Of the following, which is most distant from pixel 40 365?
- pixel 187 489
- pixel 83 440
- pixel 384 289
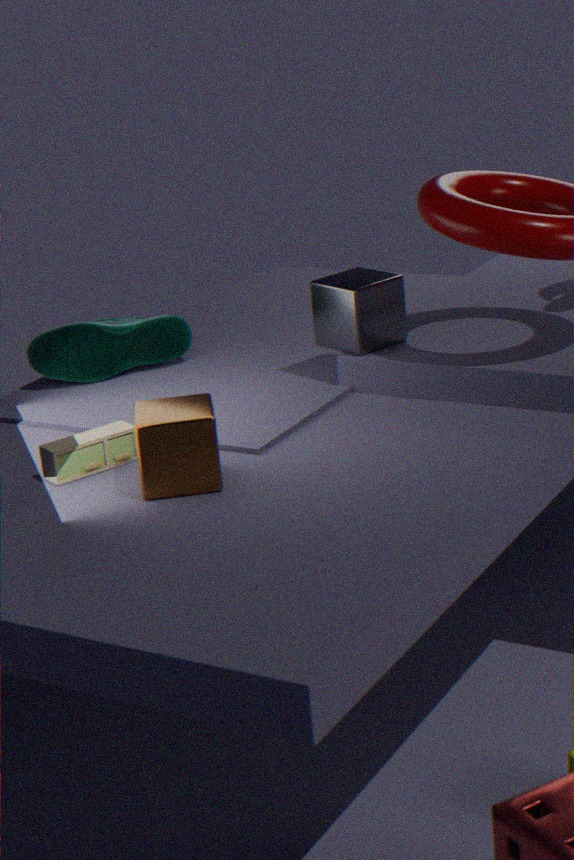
pixel 187 489
